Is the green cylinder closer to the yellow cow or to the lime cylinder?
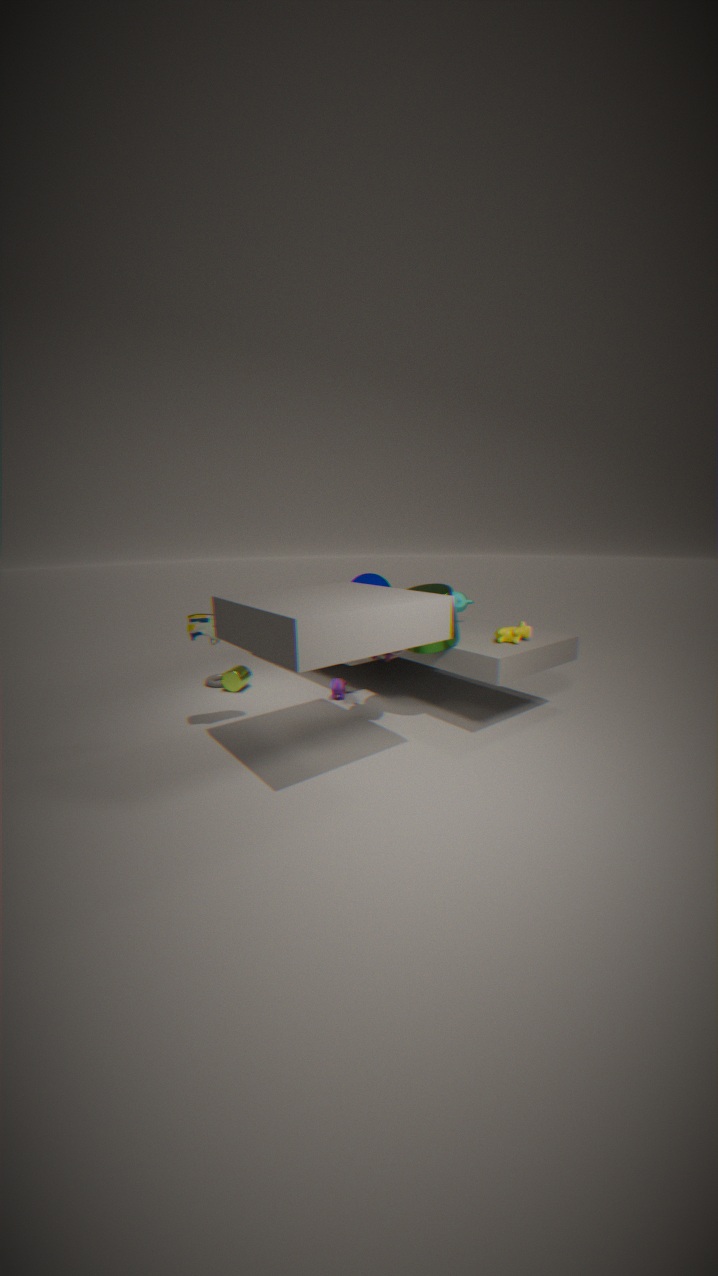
the yellow cow
